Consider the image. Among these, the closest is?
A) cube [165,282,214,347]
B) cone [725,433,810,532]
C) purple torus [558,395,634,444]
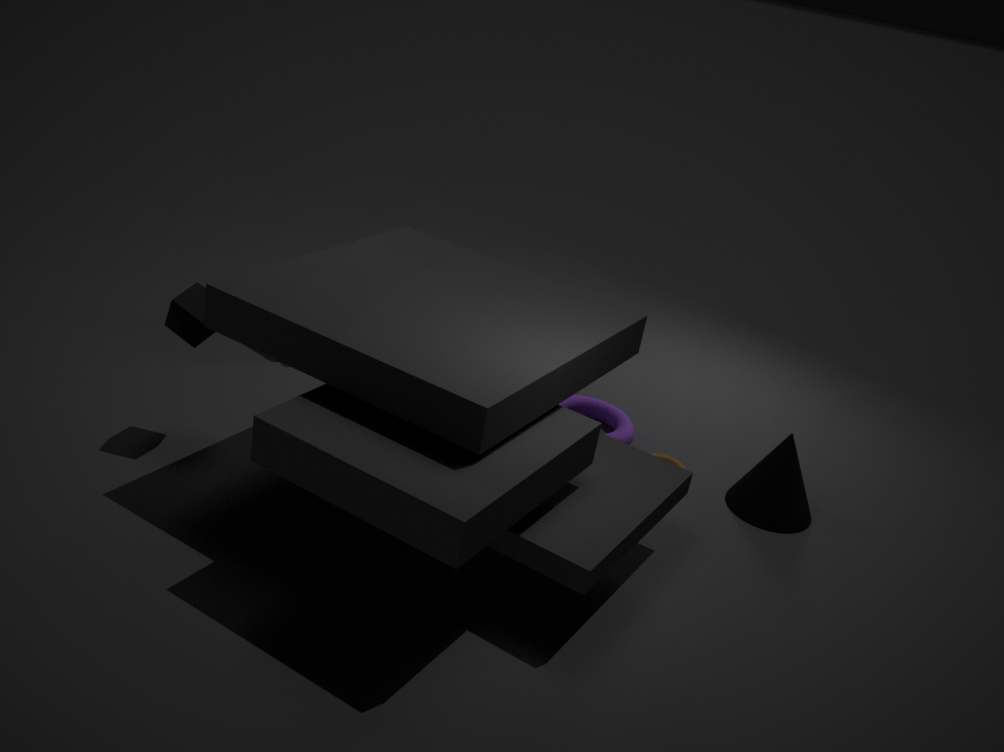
A. cube [165,282,214,347]
